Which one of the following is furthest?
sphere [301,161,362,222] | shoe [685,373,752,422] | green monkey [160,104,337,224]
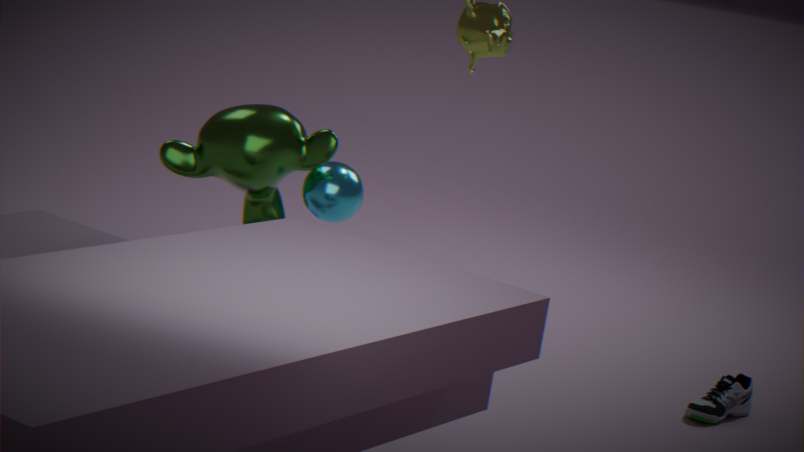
shoe [685,373,752,422]
